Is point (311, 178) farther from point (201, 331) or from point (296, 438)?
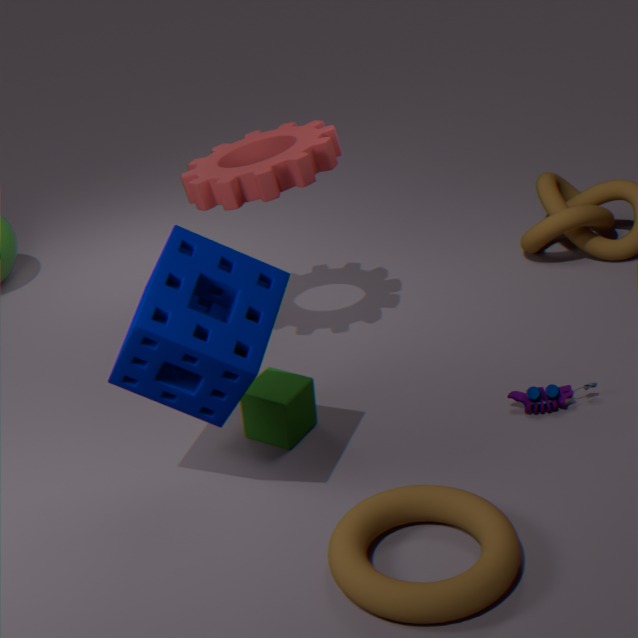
point (201, 331)
